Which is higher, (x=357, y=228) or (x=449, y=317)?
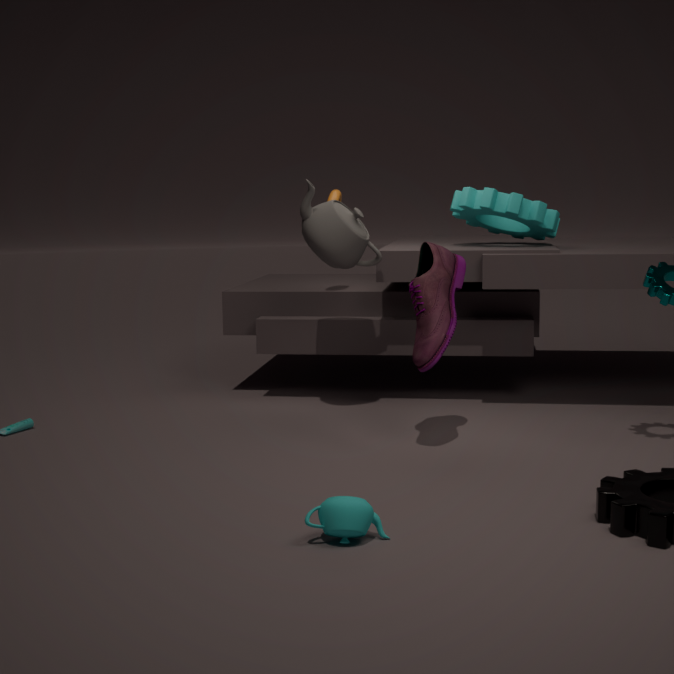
(x=357, y=228)
